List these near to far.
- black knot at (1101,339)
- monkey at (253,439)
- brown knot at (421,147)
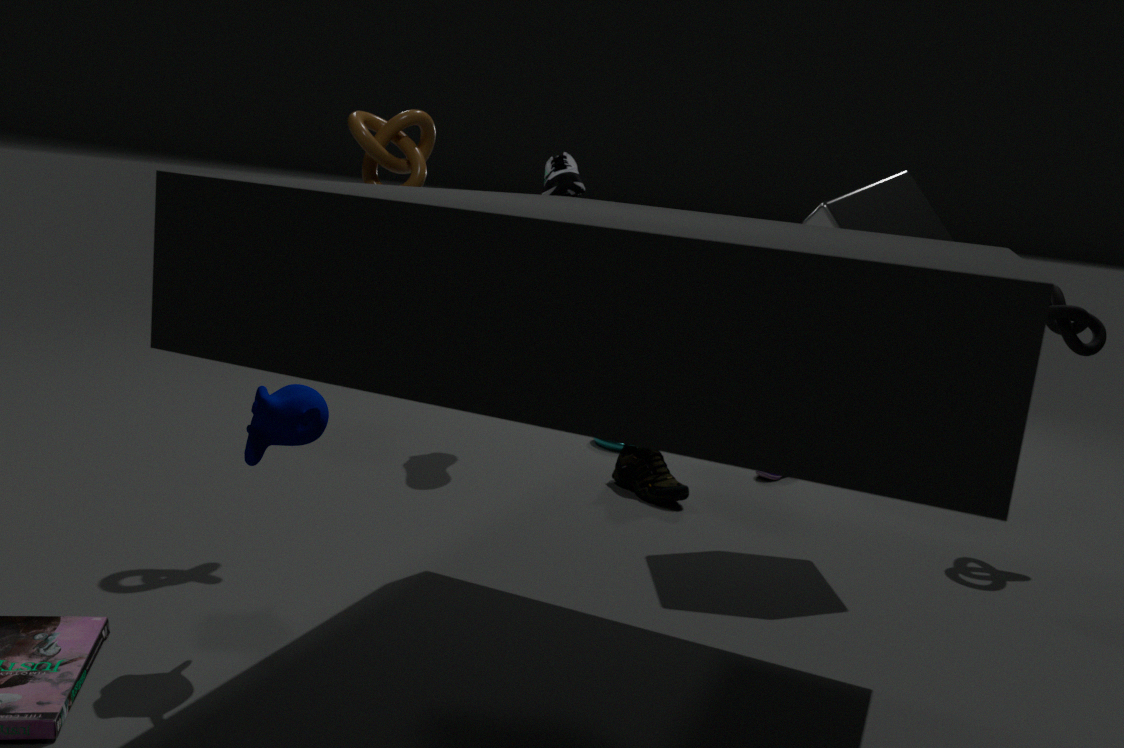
monkey at (253,439)
brown knot at (421,147)
black knot at (1101,339)
